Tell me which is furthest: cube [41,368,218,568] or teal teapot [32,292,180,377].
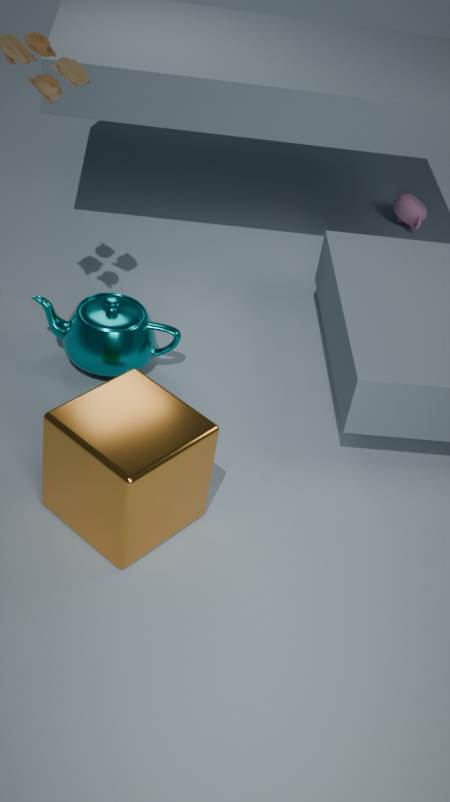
teal teapot [32,292,180,377]
